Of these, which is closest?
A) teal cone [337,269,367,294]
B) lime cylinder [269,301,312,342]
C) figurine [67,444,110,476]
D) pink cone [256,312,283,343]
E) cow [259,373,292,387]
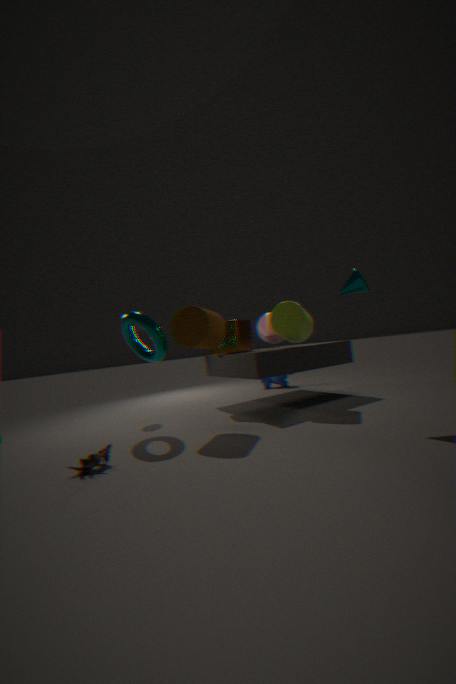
figurine [67,444,110,476]
